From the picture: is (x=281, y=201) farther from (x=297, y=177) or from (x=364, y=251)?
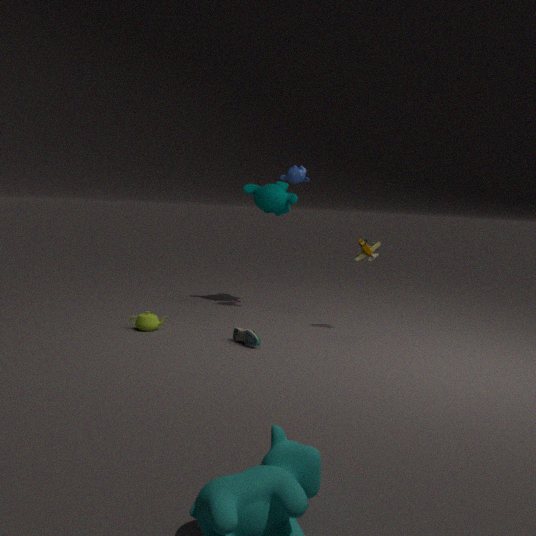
(x=364, y=251)
